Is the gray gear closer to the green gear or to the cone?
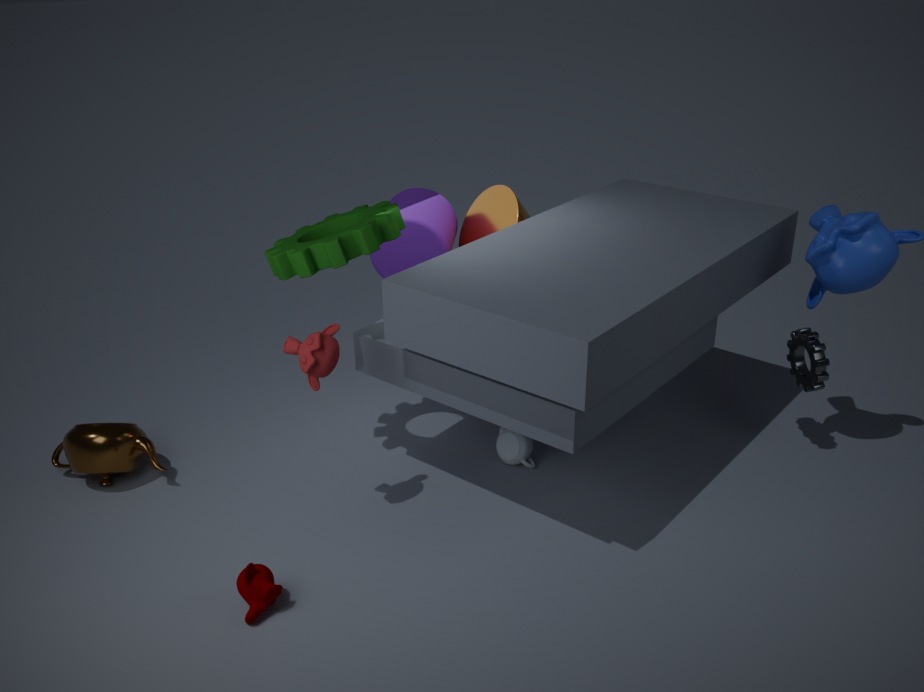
the cone
